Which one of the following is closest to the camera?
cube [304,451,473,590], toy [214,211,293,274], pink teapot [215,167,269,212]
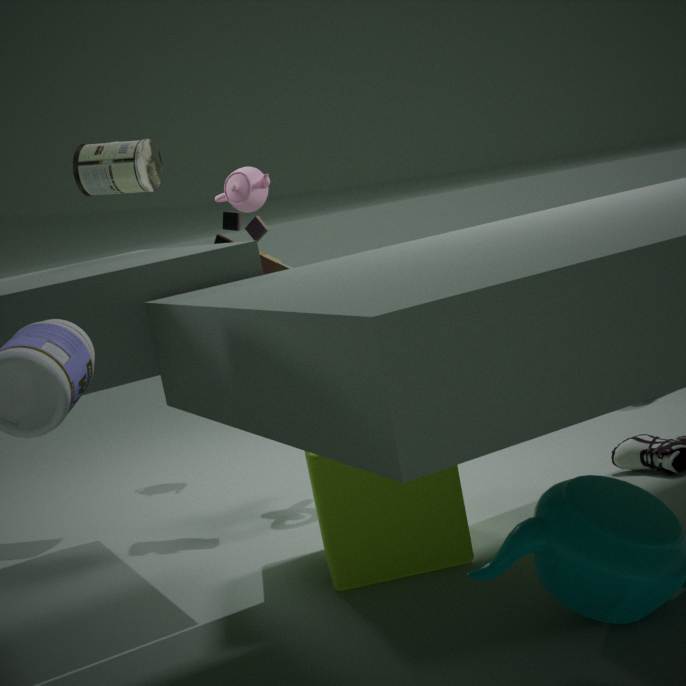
cube [304,451,473,590]
